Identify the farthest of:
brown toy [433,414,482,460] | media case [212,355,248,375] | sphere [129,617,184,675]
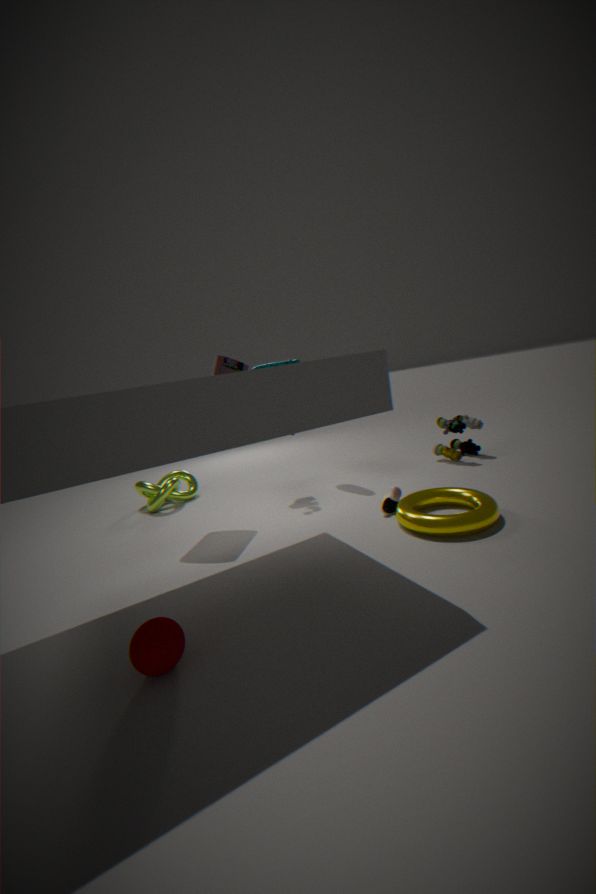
brown toy [433,414,482,460]
